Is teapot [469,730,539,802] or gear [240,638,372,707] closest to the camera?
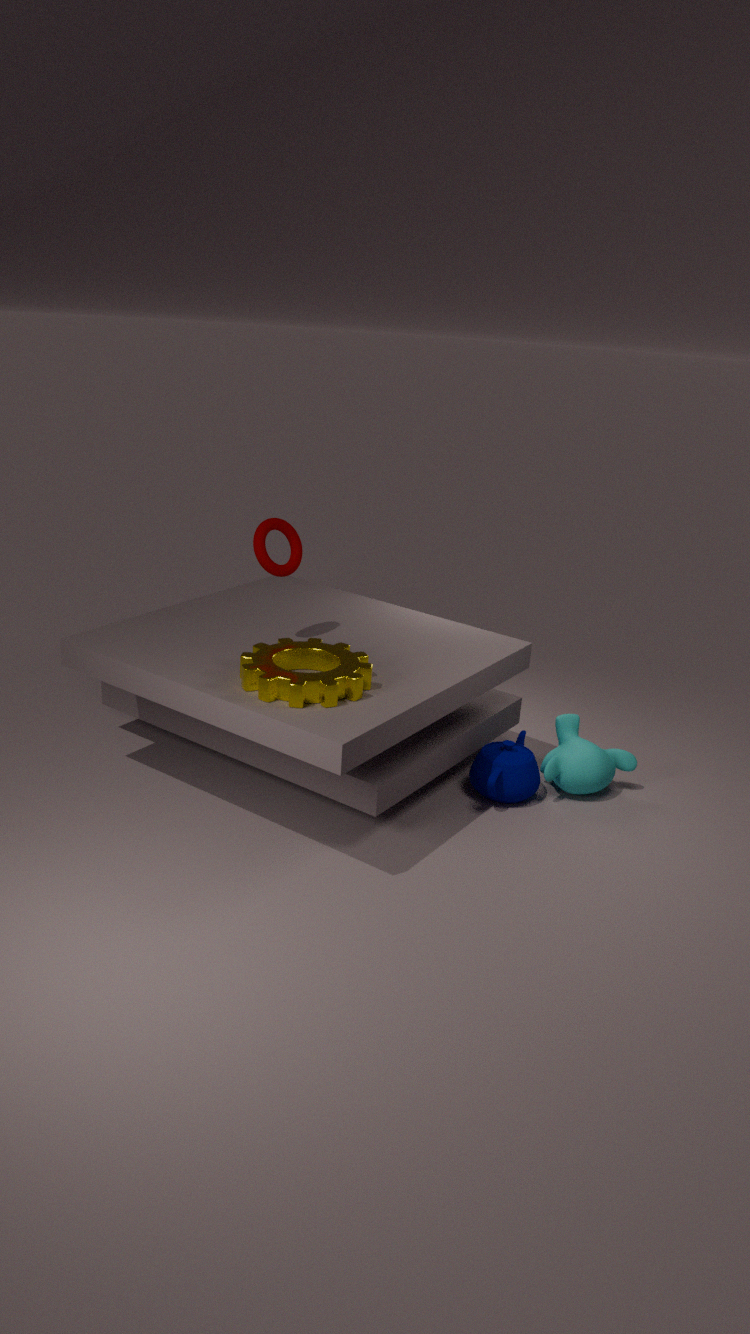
gear [240,638,372,707]
